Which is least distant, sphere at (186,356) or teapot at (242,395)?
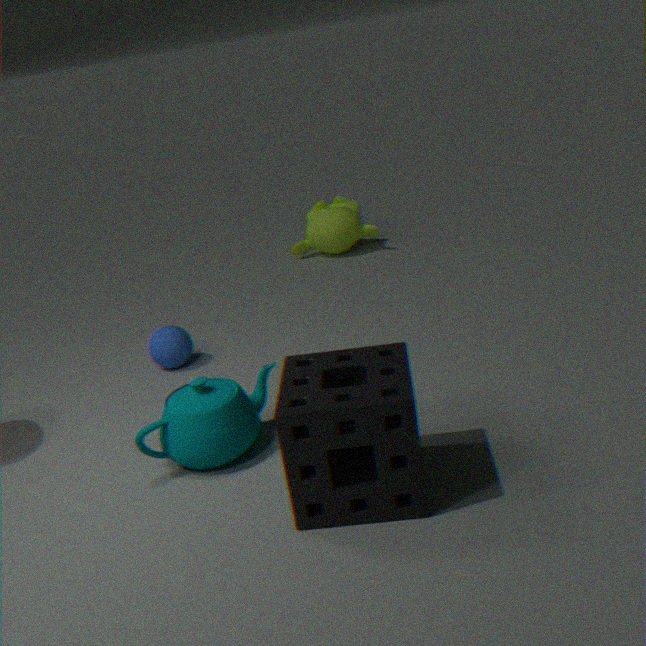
teapot at (242,395)
